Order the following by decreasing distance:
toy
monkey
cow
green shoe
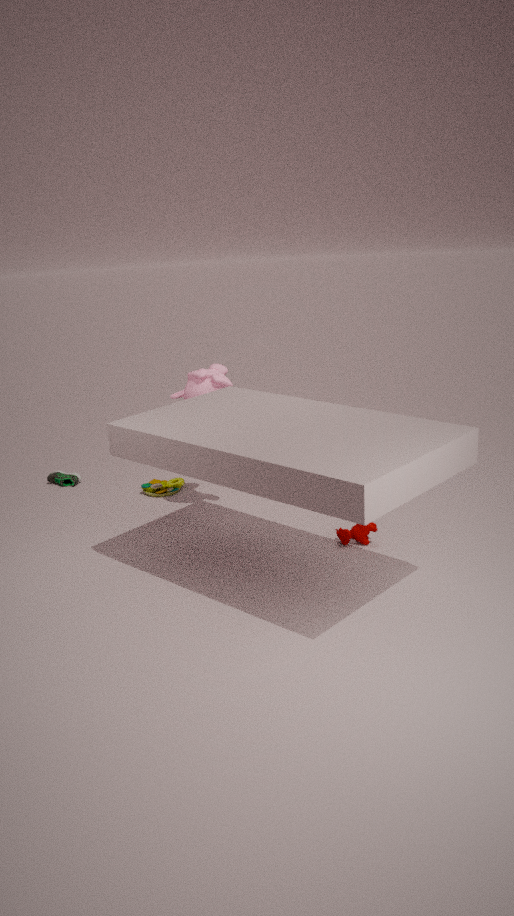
1. green shoe
2. toy
3. monkey
4. cow
